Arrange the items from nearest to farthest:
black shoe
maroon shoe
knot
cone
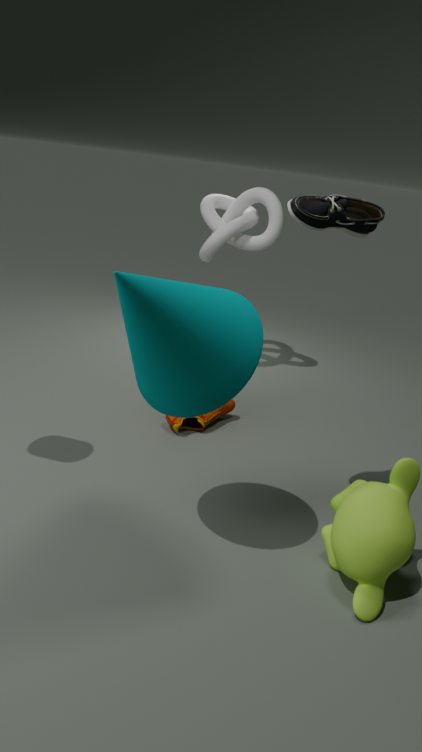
cone
black shoe
maroon shoe
knot
